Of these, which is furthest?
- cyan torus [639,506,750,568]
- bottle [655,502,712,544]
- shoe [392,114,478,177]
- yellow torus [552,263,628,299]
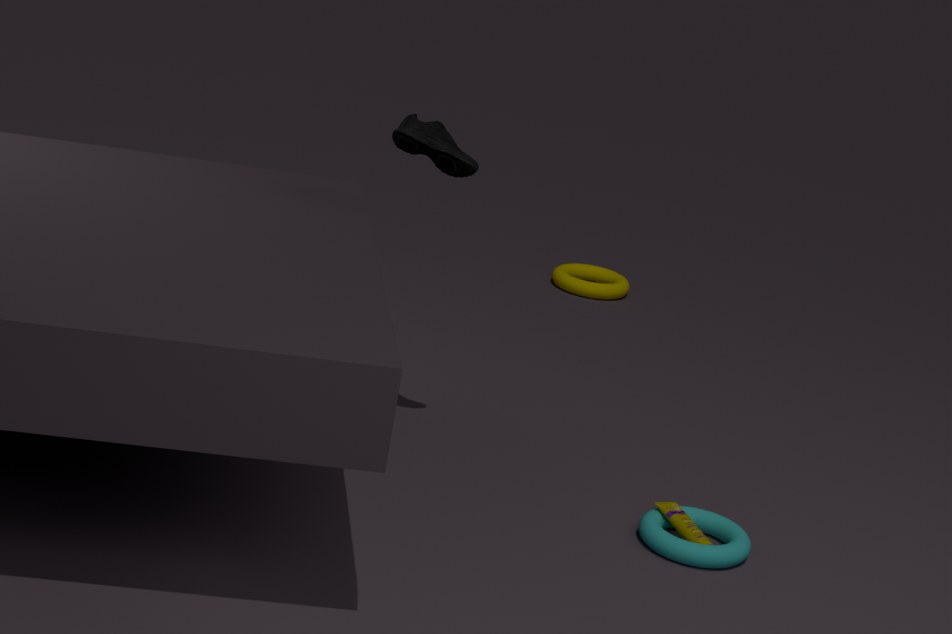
yellow torus [552,263,628,299]
